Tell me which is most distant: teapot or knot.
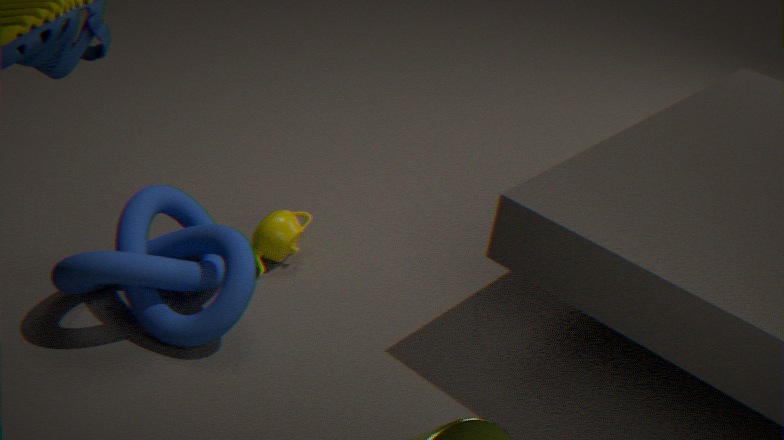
teapot
